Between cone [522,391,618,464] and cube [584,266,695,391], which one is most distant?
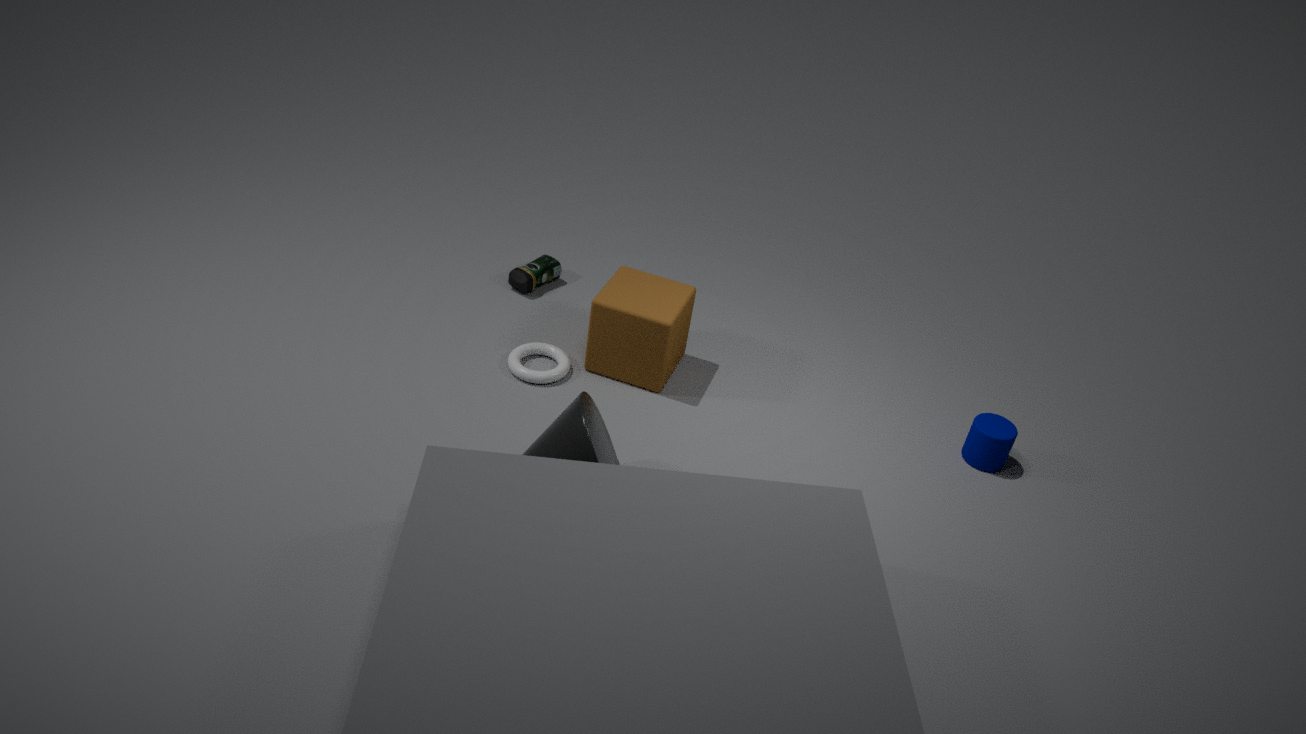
cube [584,266,695,391]
